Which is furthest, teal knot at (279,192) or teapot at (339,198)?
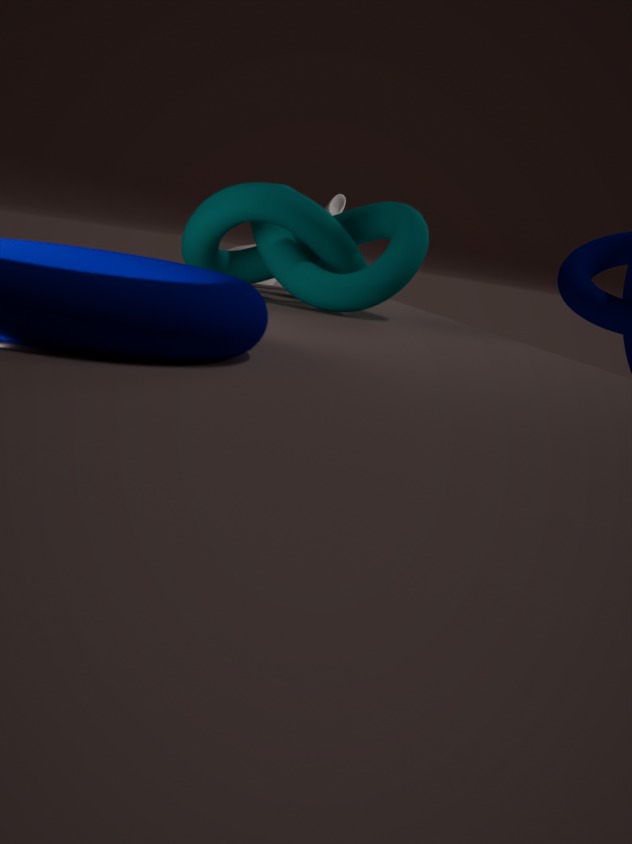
teapot at (339,198)
